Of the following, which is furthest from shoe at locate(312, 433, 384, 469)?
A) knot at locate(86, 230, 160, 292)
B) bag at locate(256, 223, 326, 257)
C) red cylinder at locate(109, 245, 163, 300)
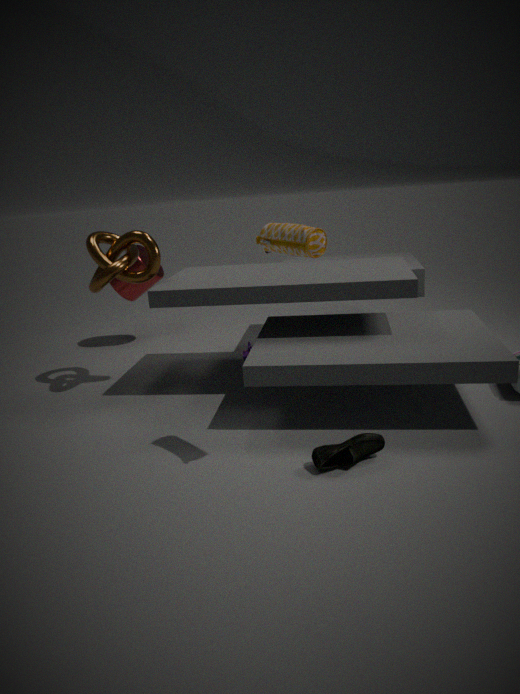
red cylinder at locate(109, 245, 163, 300)
